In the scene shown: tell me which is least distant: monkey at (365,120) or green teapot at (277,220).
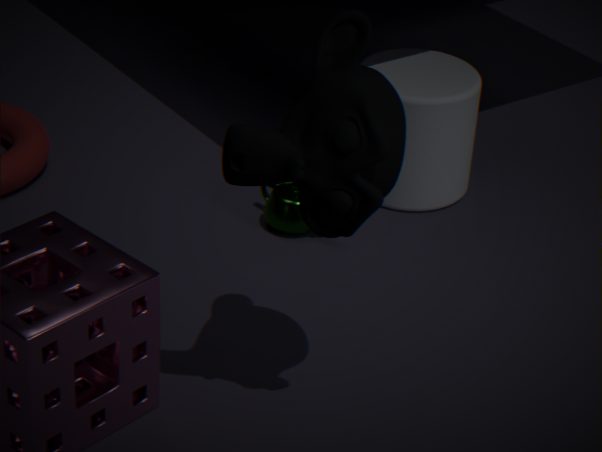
monkey at (365,120)
